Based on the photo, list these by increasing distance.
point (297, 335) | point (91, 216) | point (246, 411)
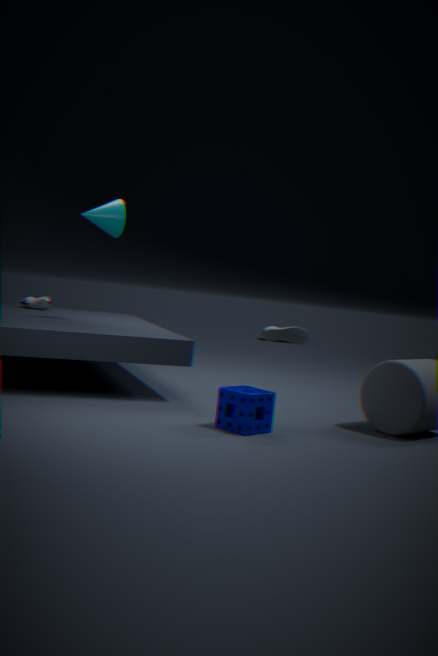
point (246, 411)
point (91, 216)
point (297, 335)
